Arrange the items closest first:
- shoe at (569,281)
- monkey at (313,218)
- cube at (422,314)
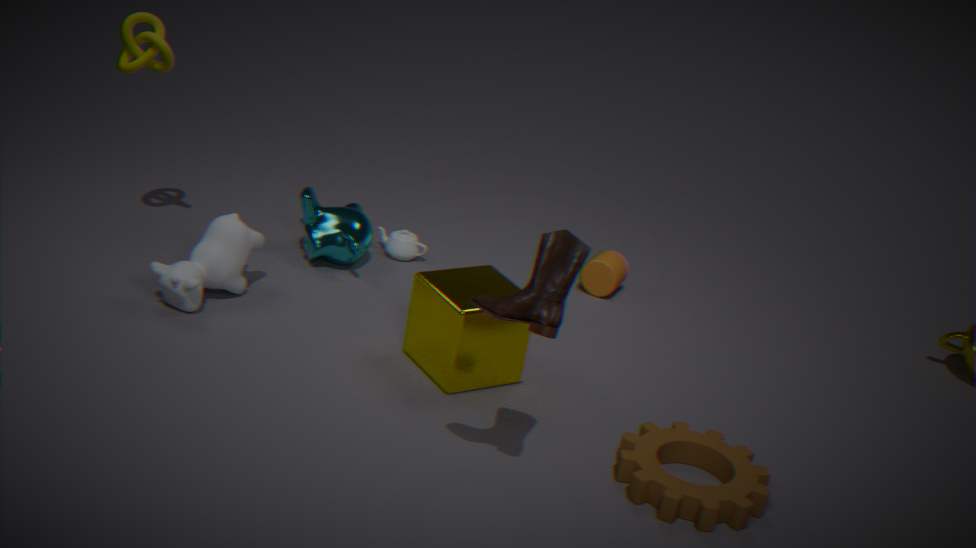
shoe at (569,281) → cube at (422,314) → monkey at (313,218)
